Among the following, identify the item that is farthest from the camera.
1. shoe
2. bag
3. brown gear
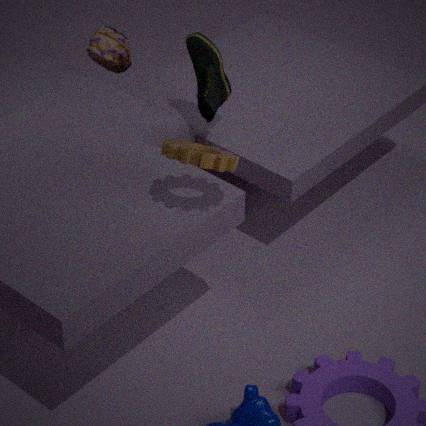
bag
